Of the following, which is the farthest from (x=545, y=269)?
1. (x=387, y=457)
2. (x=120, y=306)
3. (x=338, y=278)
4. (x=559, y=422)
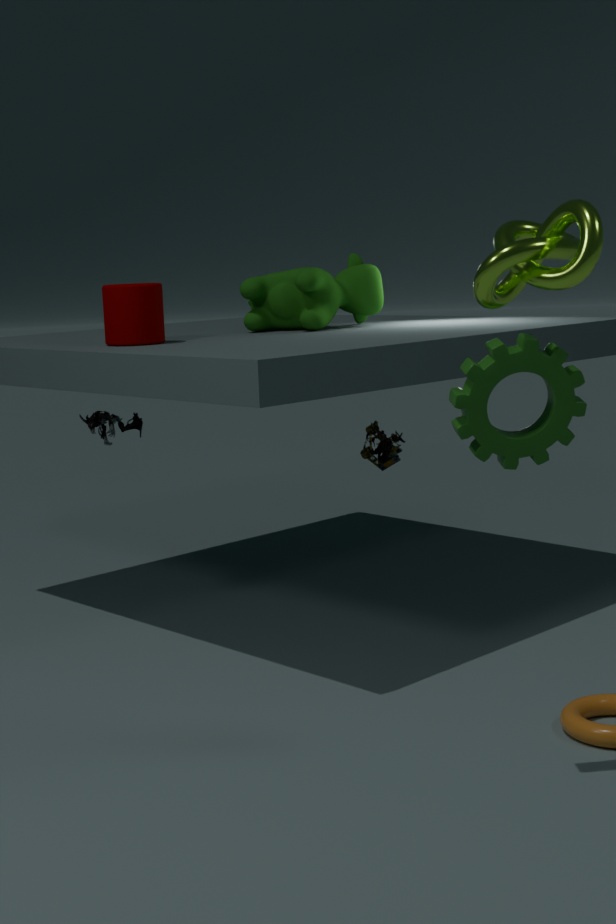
(x=387, y=457)
